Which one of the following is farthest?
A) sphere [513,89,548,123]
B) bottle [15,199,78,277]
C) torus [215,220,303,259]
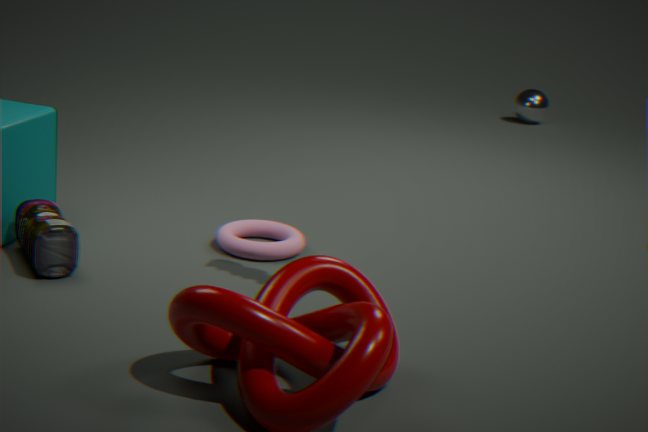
sphere [513,89,548,123]
